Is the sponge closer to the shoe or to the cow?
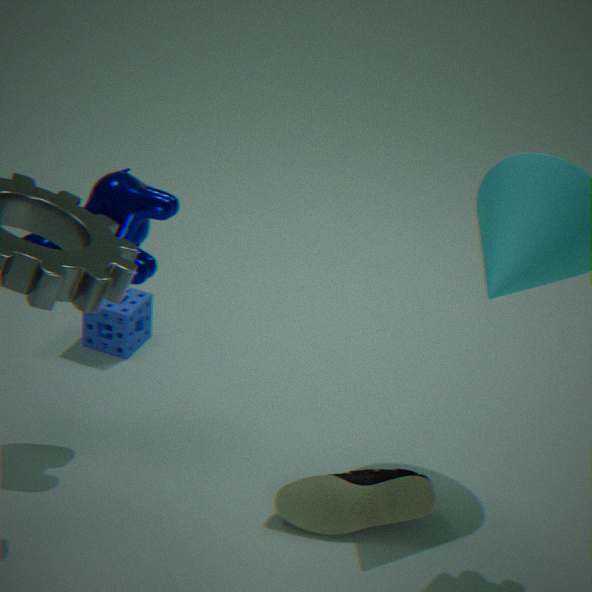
the cow
